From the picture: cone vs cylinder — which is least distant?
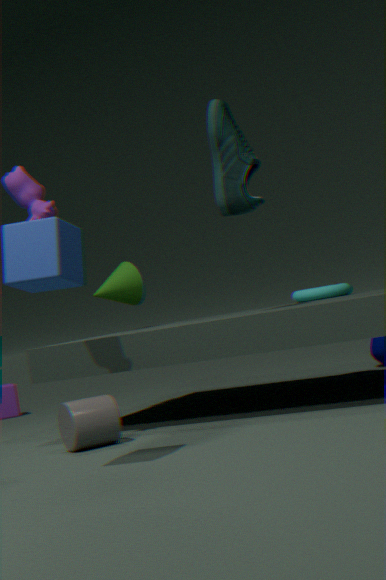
cylinder
